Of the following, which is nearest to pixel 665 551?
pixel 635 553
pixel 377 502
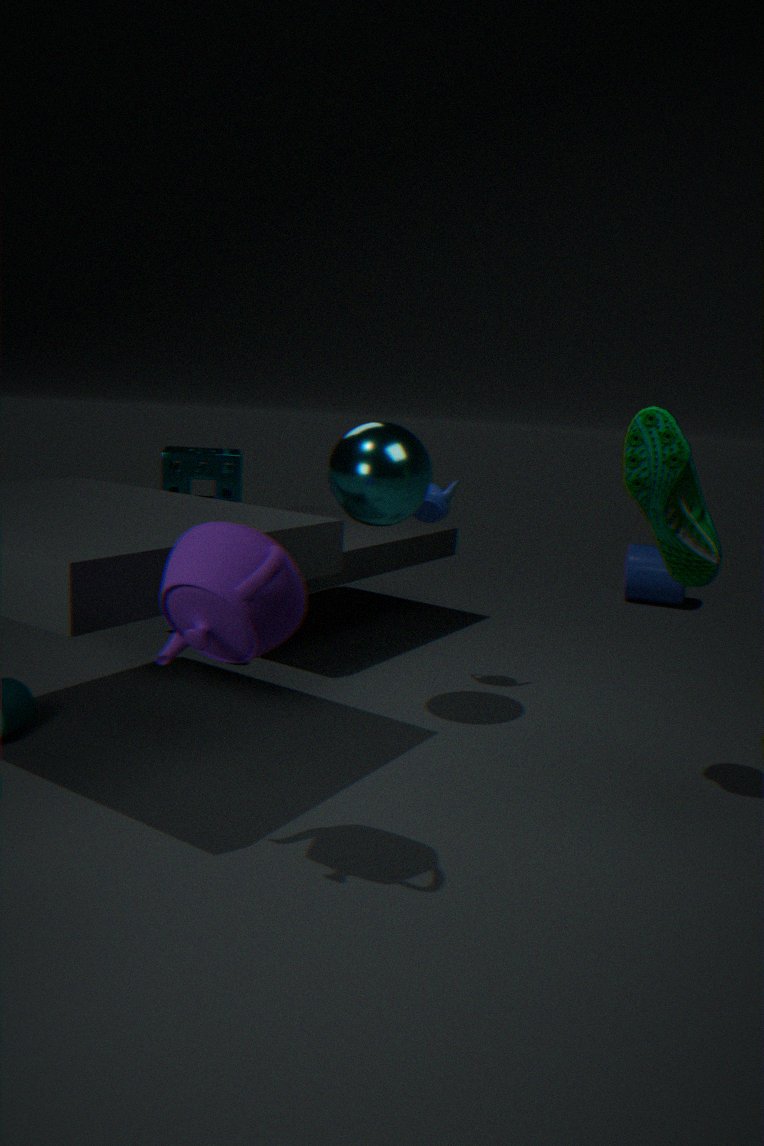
pixel 377 502
